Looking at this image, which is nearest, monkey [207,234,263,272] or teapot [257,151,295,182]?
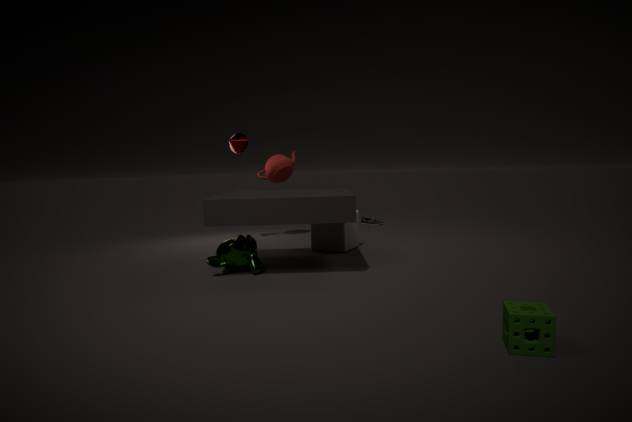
monkey [207,234,263,272]
